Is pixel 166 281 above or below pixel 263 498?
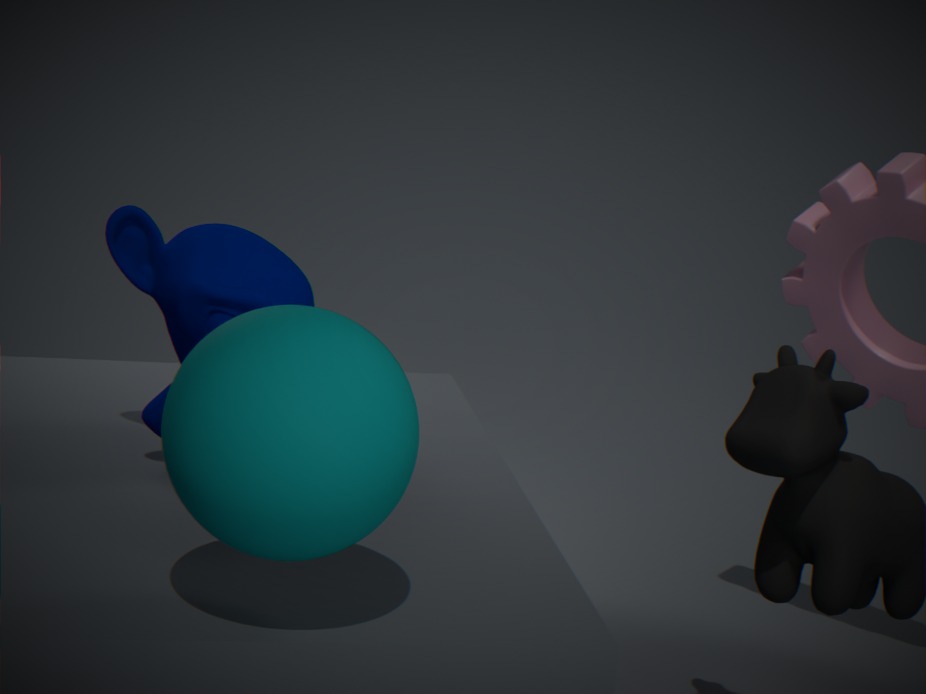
below
